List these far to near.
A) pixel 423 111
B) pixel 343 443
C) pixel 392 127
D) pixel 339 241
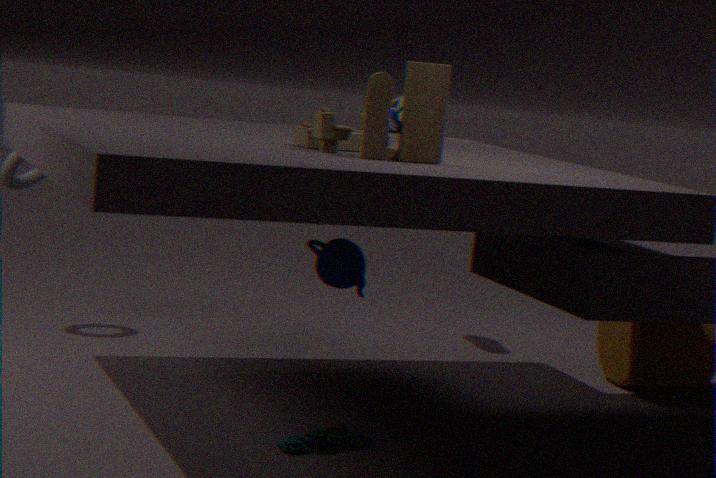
pixel 392 127, pixel 339 241, pixel 343 443, pixel 423 111
